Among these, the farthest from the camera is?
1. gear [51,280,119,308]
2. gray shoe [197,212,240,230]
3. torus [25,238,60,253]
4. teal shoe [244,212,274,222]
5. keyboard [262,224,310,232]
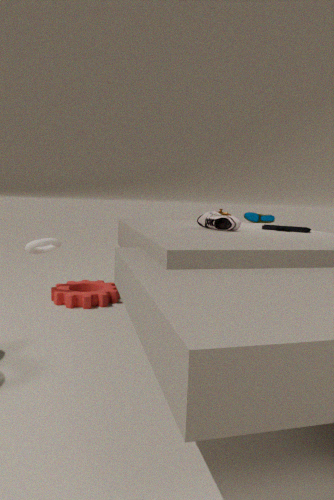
teal shoe [244,212,274,222]
